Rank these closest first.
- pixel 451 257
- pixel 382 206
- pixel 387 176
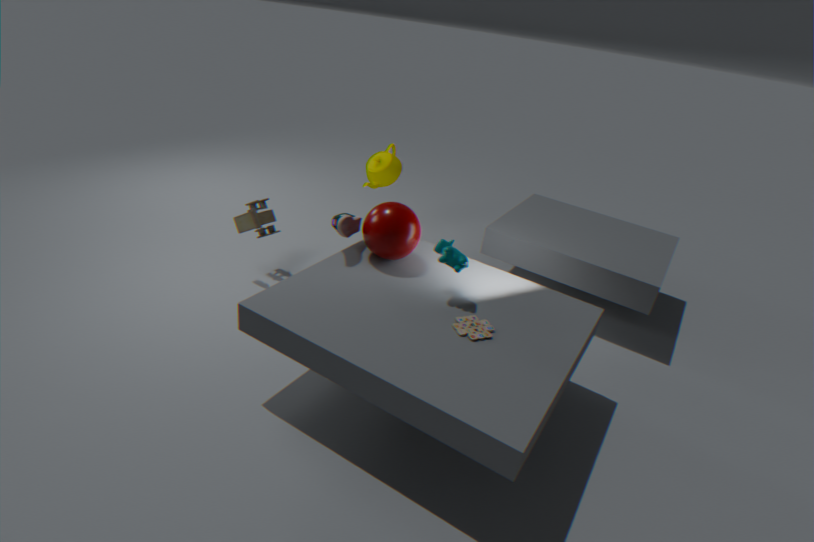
pixel 451 257 < pixel 382 206 < pixel 387 176
